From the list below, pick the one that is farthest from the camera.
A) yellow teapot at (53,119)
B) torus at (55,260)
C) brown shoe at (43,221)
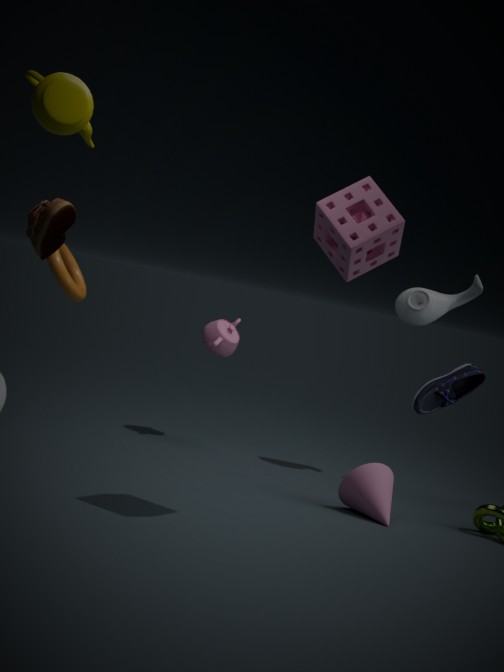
torus at (55,260)
